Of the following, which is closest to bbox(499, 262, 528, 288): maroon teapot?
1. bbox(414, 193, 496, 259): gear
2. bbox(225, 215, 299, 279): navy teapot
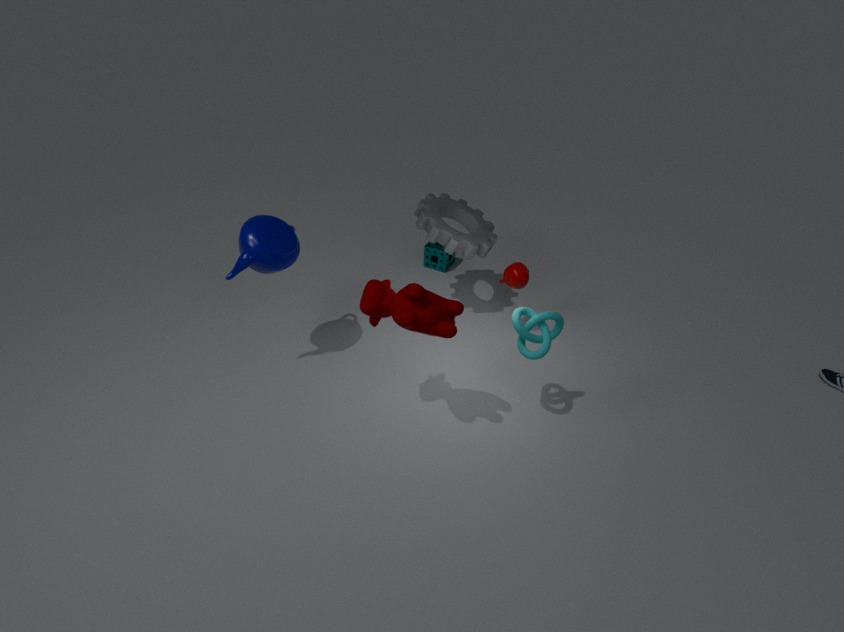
bbox(414, 193, 496, 259): gear
